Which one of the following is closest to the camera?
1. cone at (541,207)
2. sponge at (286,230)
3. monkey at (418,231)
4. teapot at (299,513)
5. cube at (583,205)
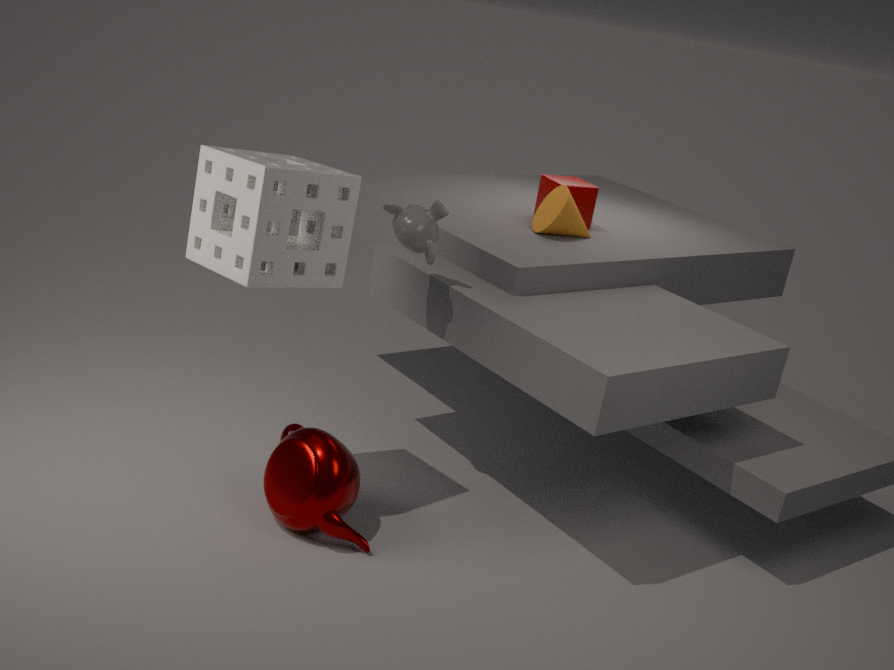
sponge at (286,230)
